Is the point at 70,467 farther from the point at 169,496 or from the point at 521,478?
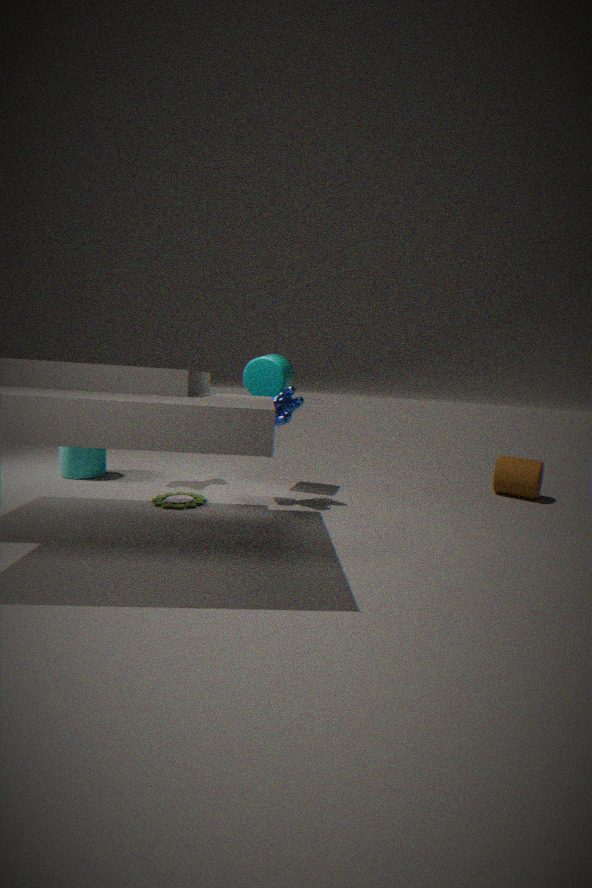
the point at 521,478
